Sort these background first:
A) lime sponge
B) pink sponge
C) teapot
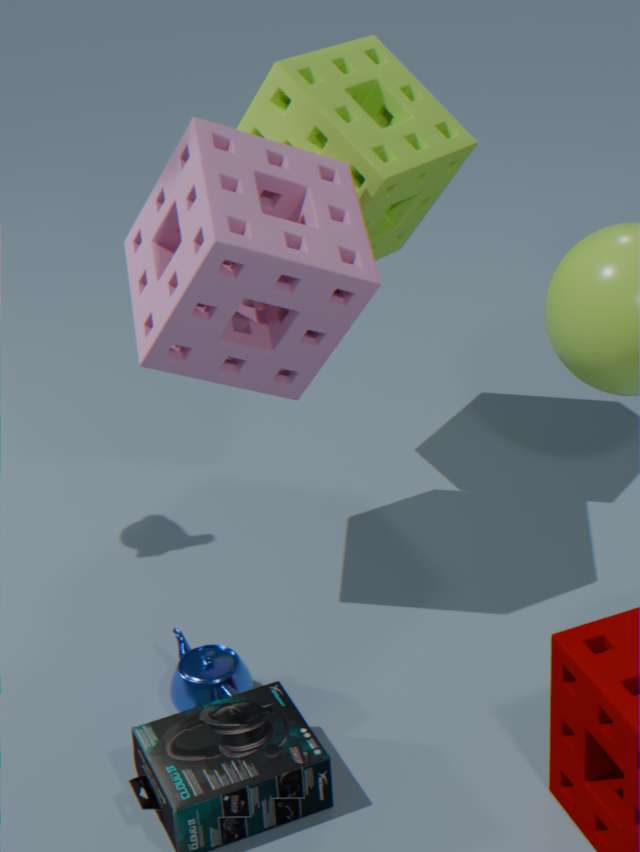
lime sponge
teapot
pink sponge
